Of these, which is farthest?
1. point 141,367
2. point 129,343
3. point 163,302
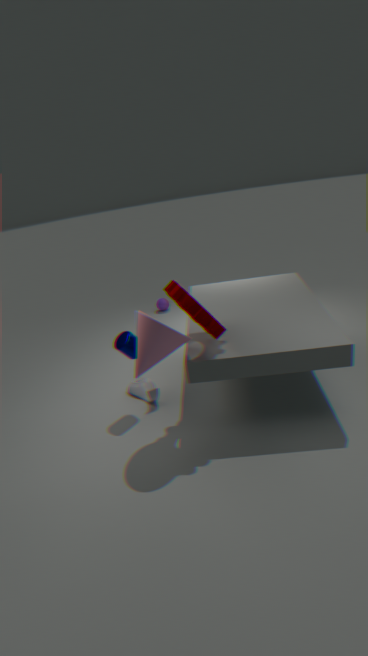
point 163,302
